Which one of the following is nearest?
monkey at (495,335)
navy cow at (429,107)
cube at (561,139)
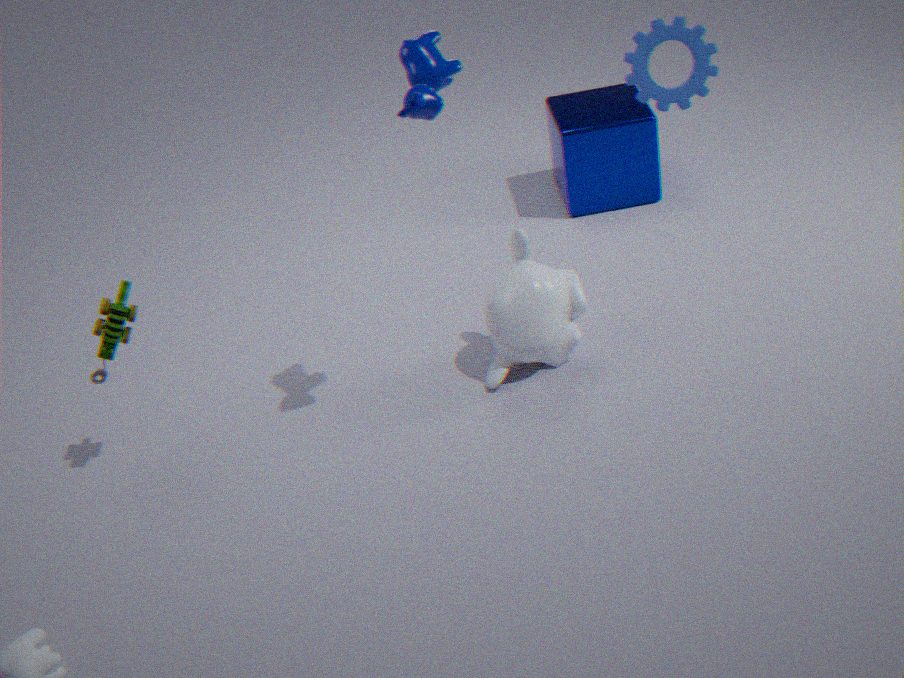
navy cow at (429,107)
